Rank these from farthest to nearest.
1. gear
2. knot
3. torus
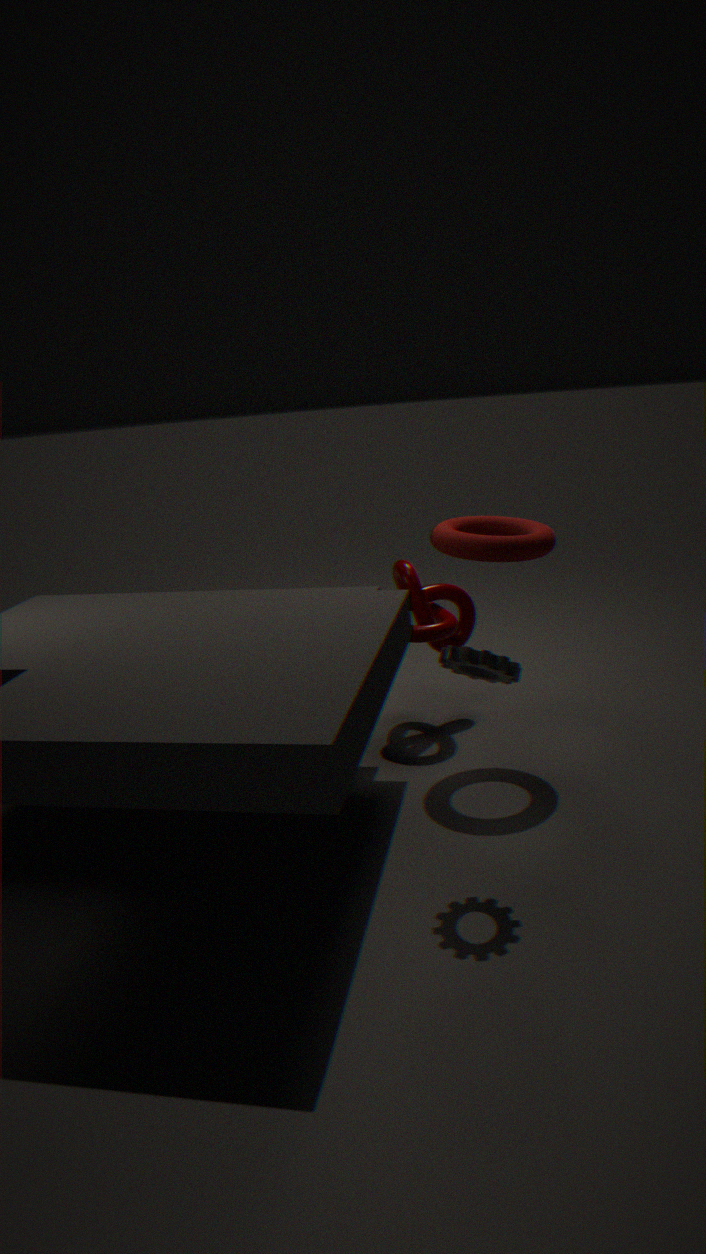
knot → torus → gear
